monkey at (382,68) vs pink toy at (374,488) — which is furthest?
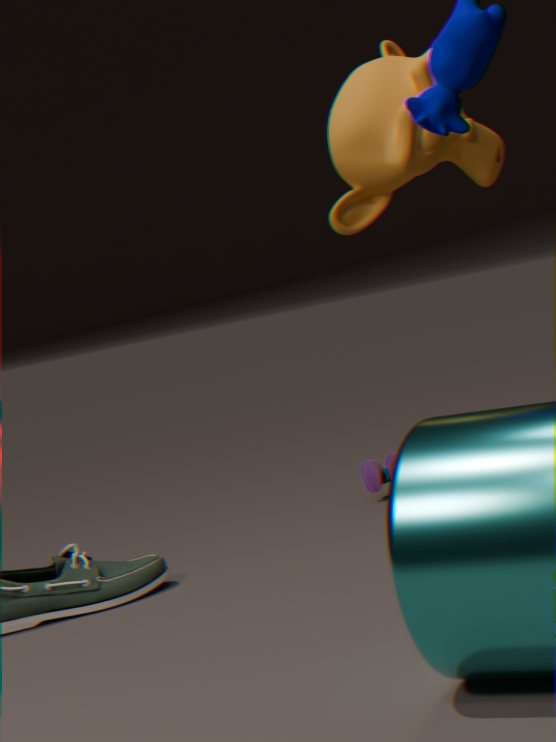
pink toy at (374,488)
